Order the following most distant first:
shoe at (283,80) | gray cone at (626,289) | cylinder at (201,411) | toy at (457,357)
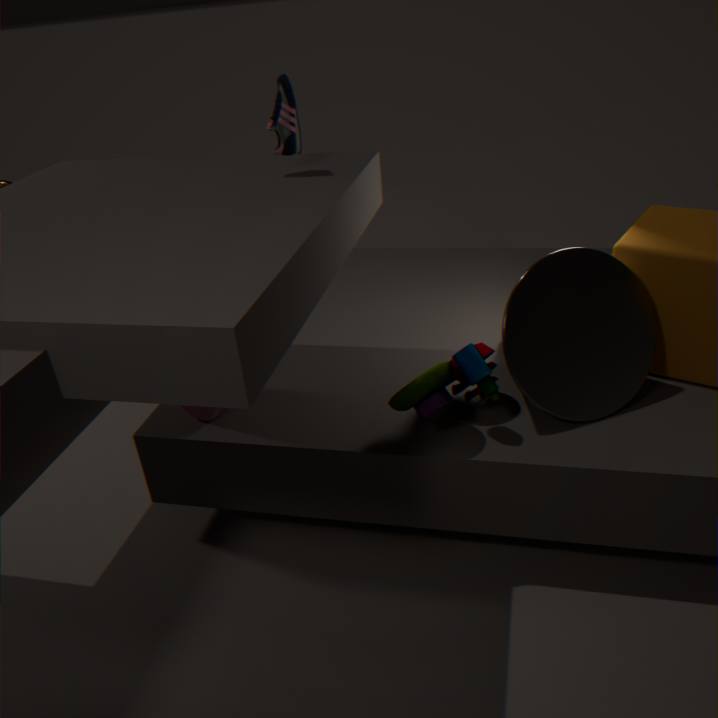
cylinder at (201,411) → shoe at (283,80) → gray cone at (626,289) → toy at (457,357)
